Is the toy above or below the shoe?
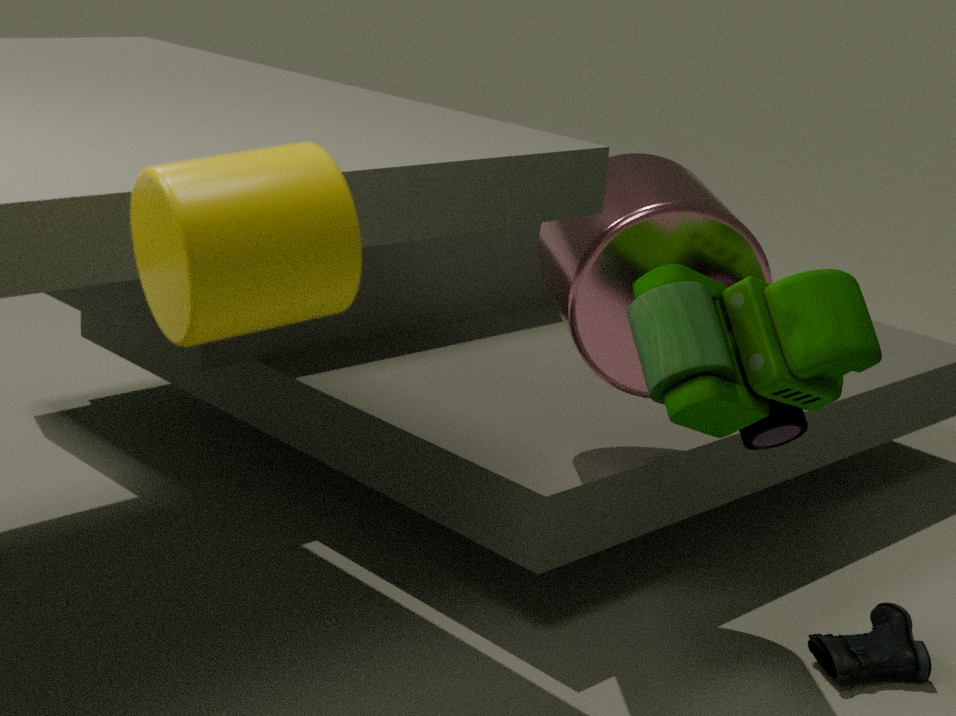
above
